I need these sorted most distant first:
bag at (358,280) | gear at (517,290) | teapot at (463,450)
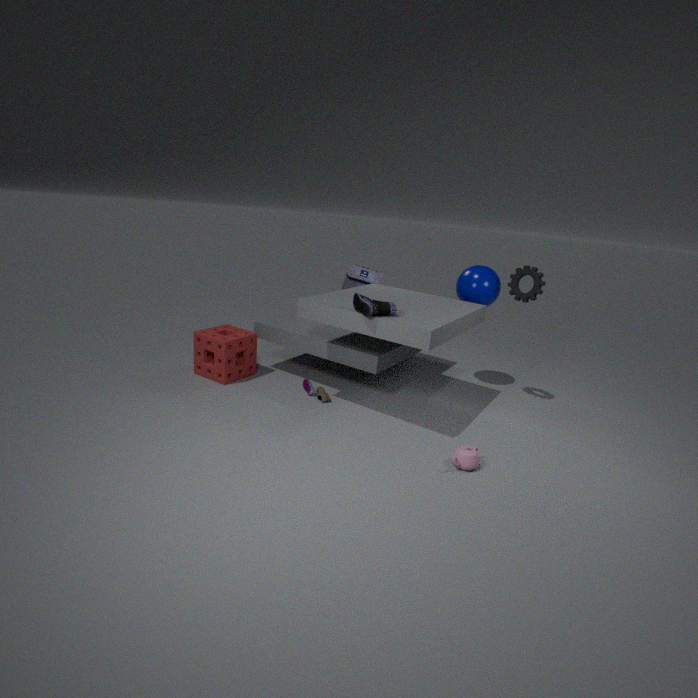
bag at (358,280)
gear at (517,290)
teapot at (463,450)
